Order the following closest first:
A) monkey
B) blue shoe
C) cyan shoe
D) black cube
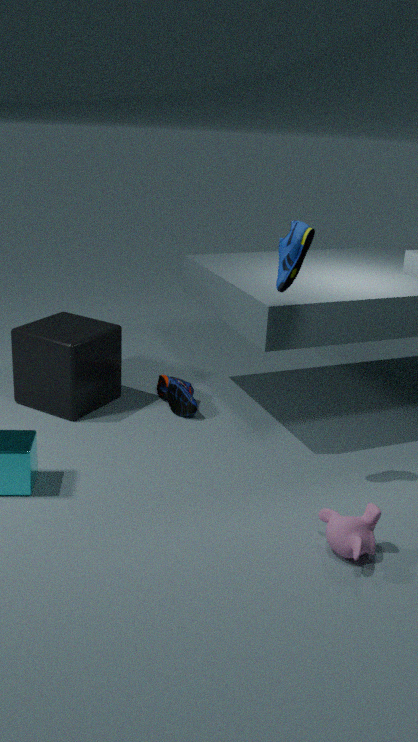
monkey → blue shoe → black cube → cyan shoe
